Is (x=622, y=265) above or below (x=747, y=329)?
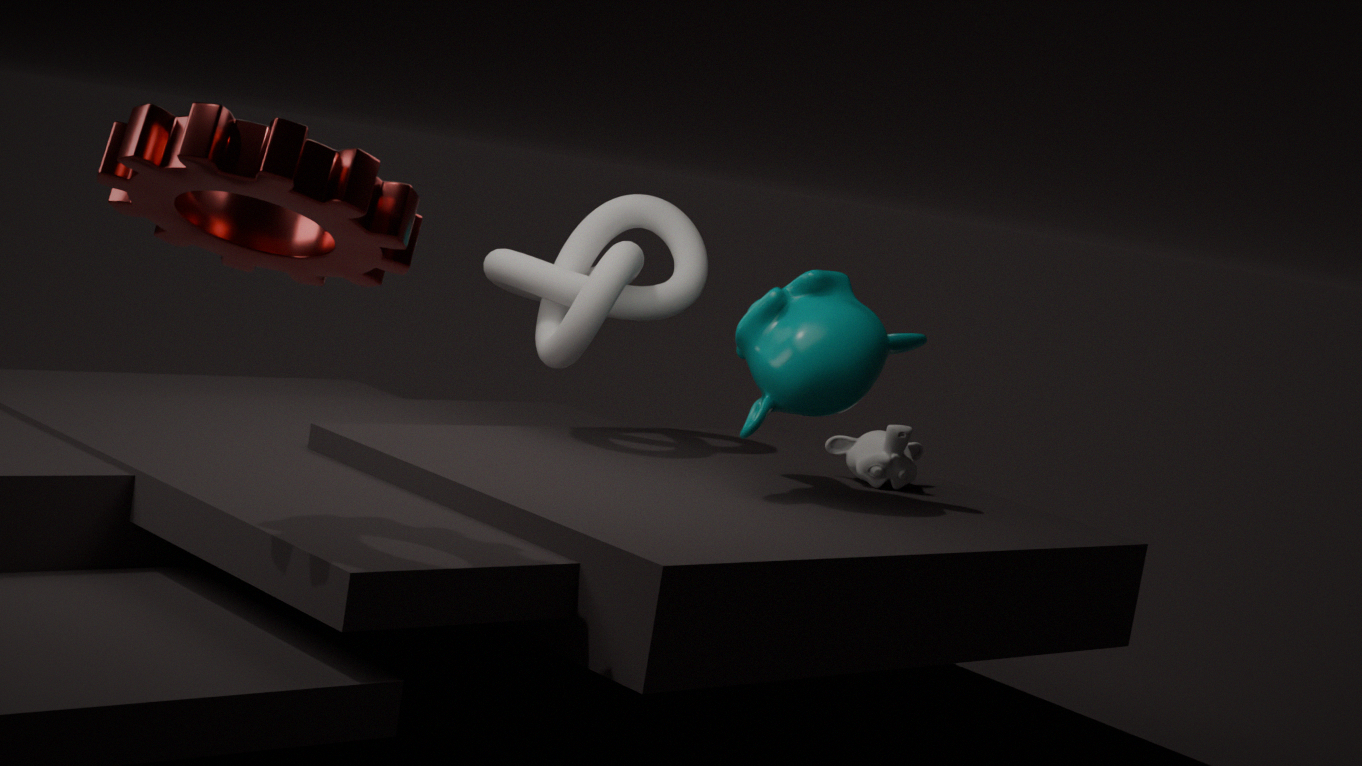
above
